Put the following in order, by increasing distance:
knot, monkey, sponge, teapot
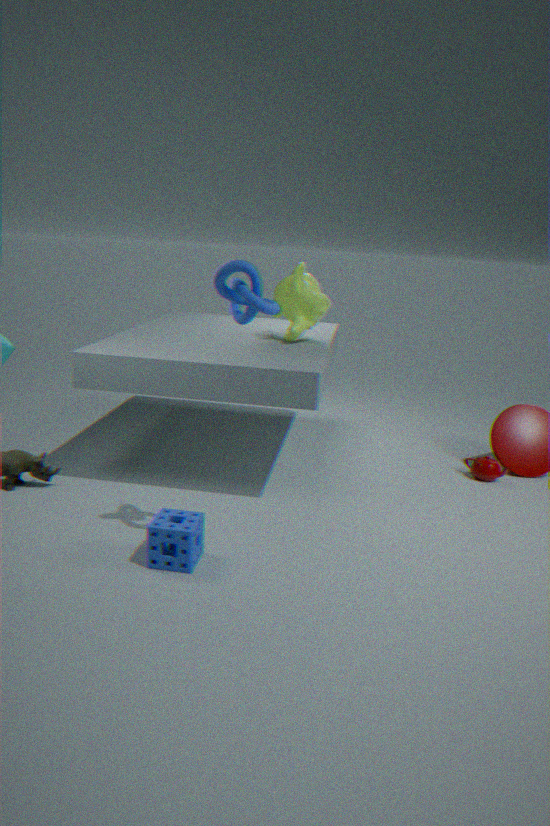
knot
sponge
monkey
teapot
